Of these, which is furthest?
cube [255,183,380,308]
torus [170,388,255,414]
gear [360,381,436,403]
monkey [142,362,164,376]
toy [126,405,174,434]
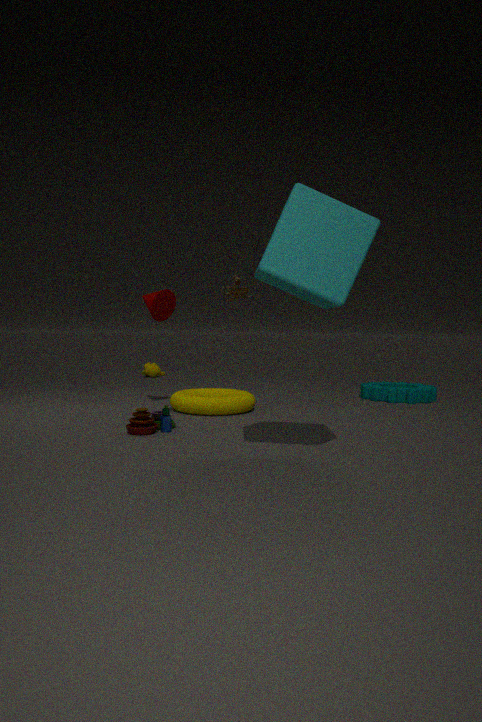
monkey [142,362,164,376]
